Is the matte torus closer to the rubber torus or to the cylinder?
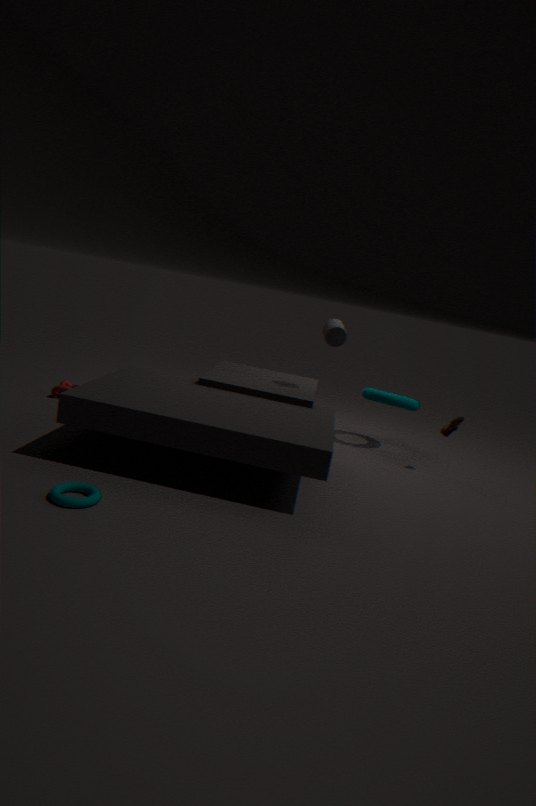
the cylinder
